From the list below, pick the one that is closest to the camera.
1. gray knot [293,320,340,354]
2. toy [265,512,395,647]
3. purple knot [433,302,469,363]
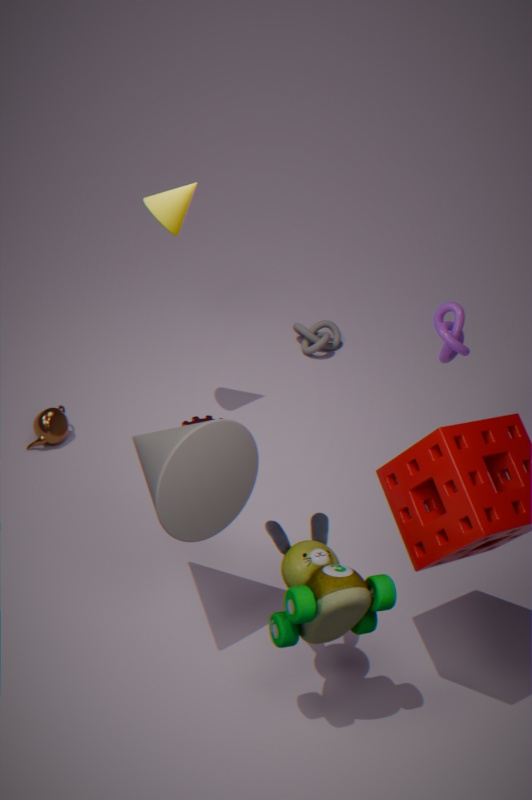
toy [265,512,395,647]
